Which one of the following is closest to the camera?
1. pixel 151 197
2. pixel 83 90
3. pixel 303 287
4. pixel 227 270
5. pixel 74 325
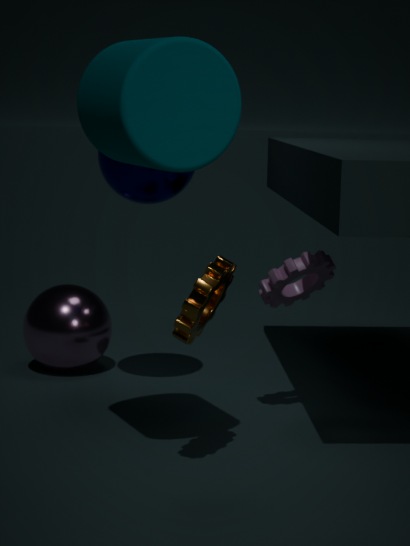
pixel 83 90
